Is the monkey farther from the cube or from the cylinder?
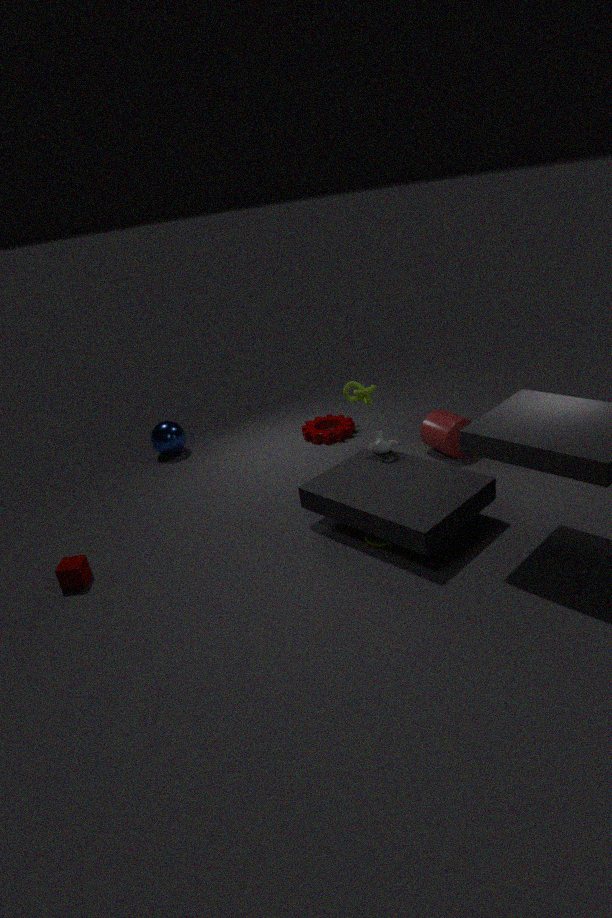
the cube
